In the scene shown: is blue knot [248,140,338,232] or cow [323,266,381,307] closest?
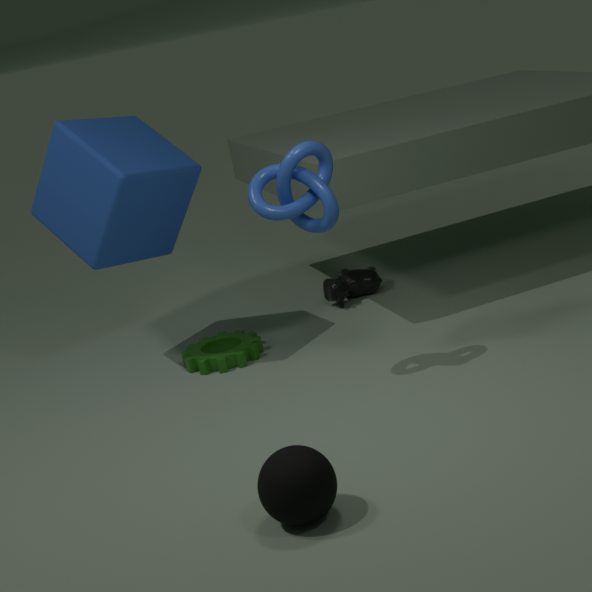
blue knot [248,140,338,232]
